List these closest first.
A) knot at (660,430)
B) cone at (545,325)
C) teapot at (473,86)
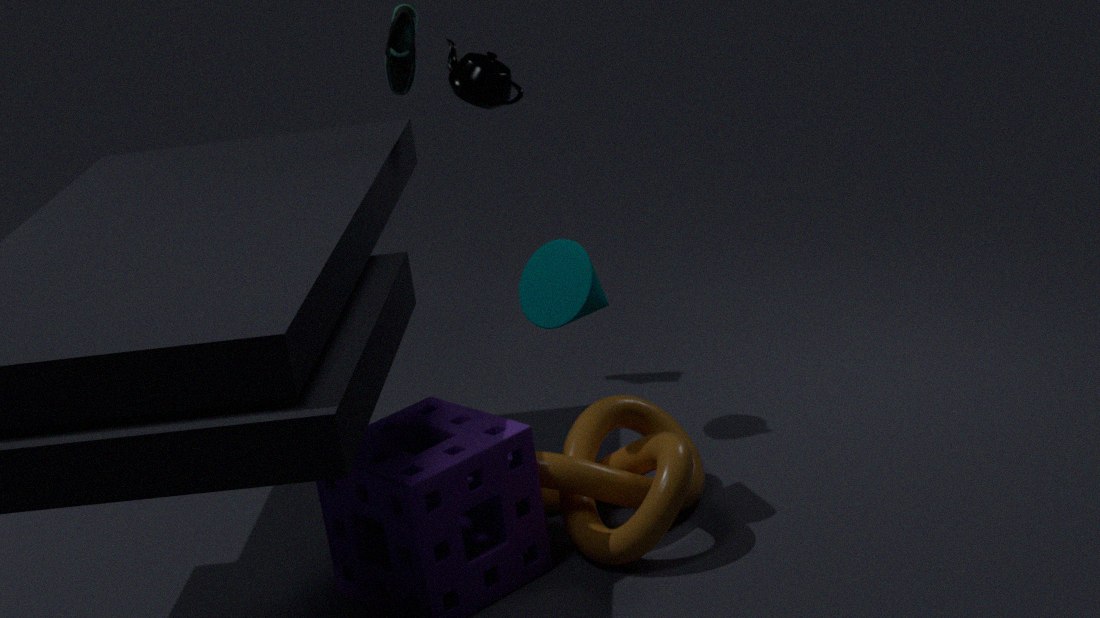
knot at (660,430) → cone at (545,325) → teapot at (473,86)
